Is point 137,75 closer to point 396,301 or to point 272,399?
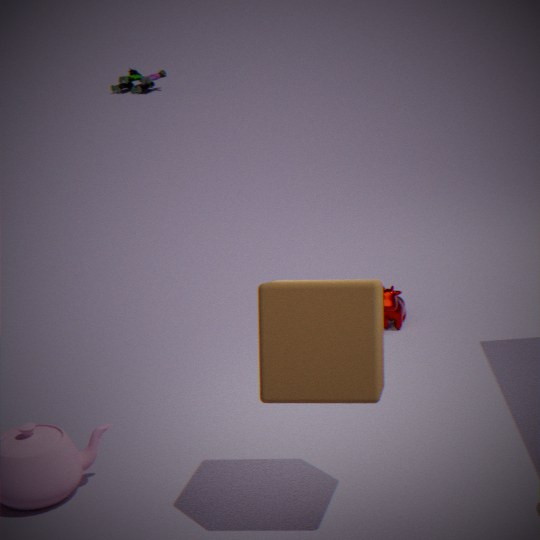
point 396,301
